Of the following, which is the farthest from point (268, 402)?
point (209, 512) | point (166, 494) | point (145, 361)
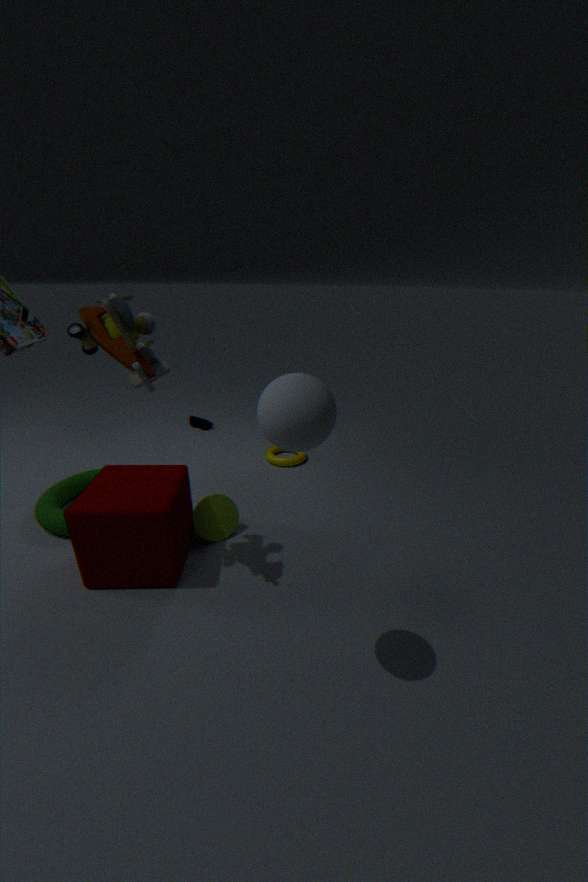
point (209, 512)
